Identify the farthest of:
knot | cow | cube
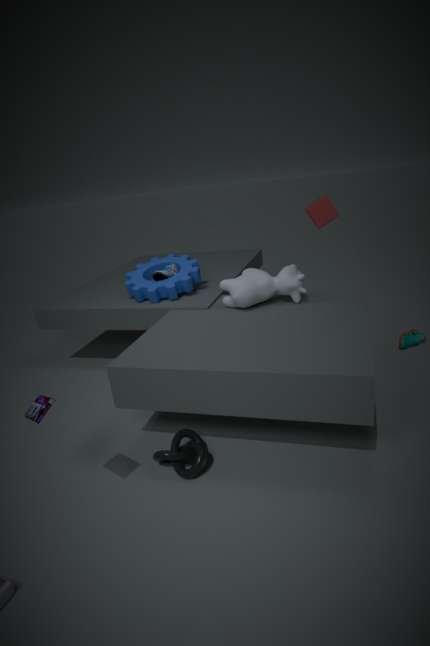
cube
